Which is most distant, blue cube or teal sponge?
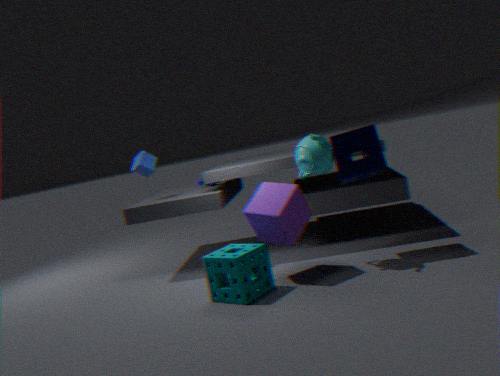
blue cube
